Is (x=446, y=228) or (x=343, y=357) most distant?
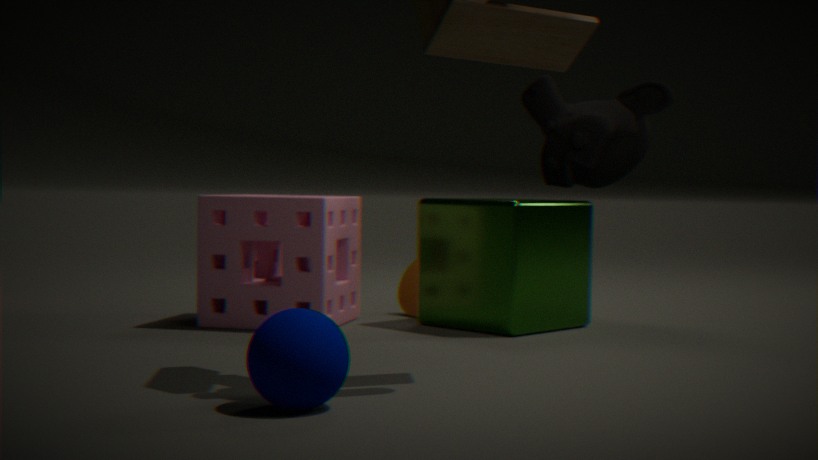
(x=446, y=228)
